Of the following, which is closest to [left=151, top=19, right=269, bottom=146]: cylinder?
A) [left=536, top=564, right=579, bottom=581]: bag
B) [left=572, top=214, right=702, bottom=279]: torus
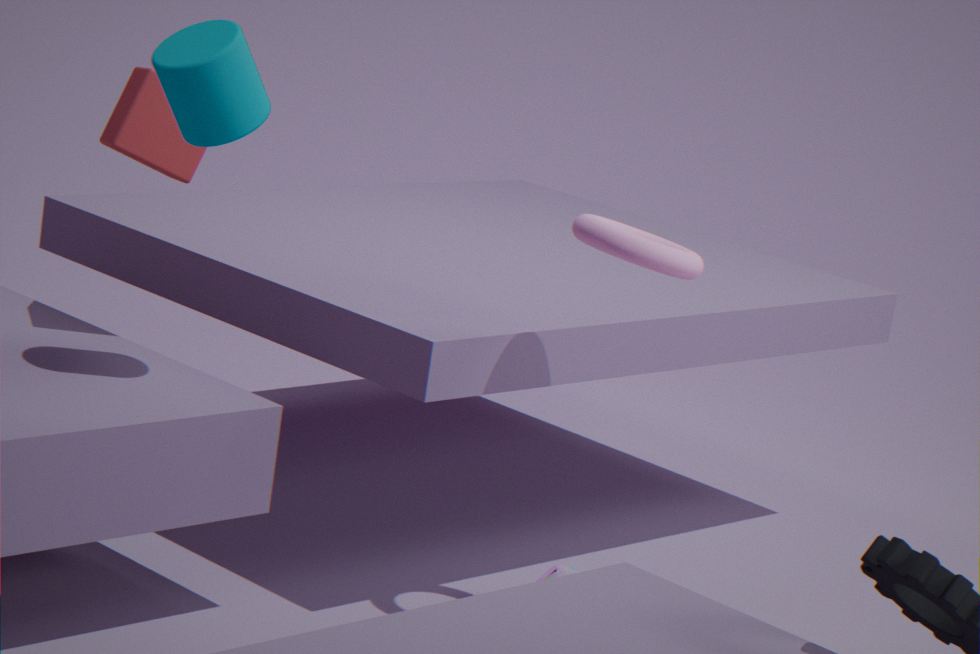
[left=572, top=214, right=702, bottom=279]: torus
